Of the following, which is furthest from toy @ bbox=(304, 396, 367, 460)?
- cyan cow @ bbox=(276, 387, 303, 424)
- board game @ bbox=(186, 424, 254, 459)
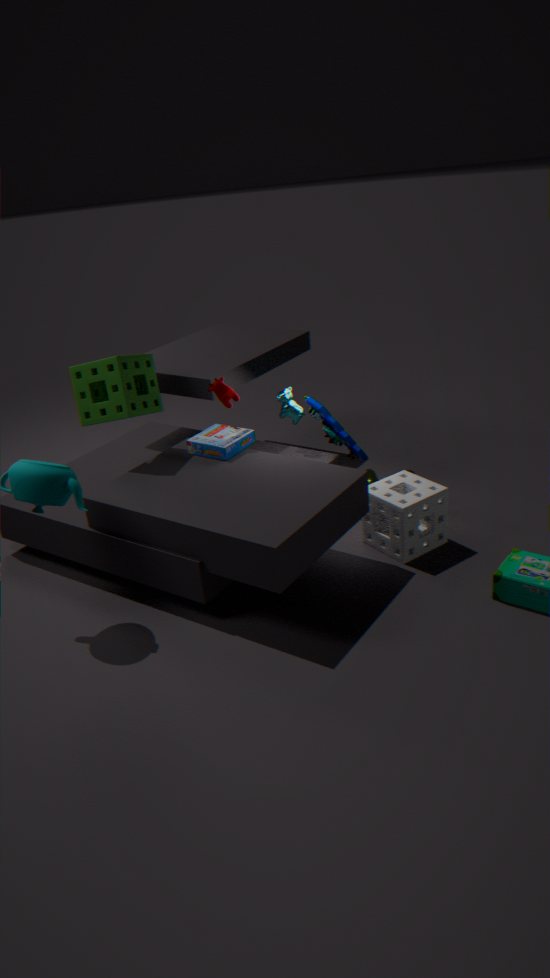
board game @ bbox=(186, 424, 254, 459)
